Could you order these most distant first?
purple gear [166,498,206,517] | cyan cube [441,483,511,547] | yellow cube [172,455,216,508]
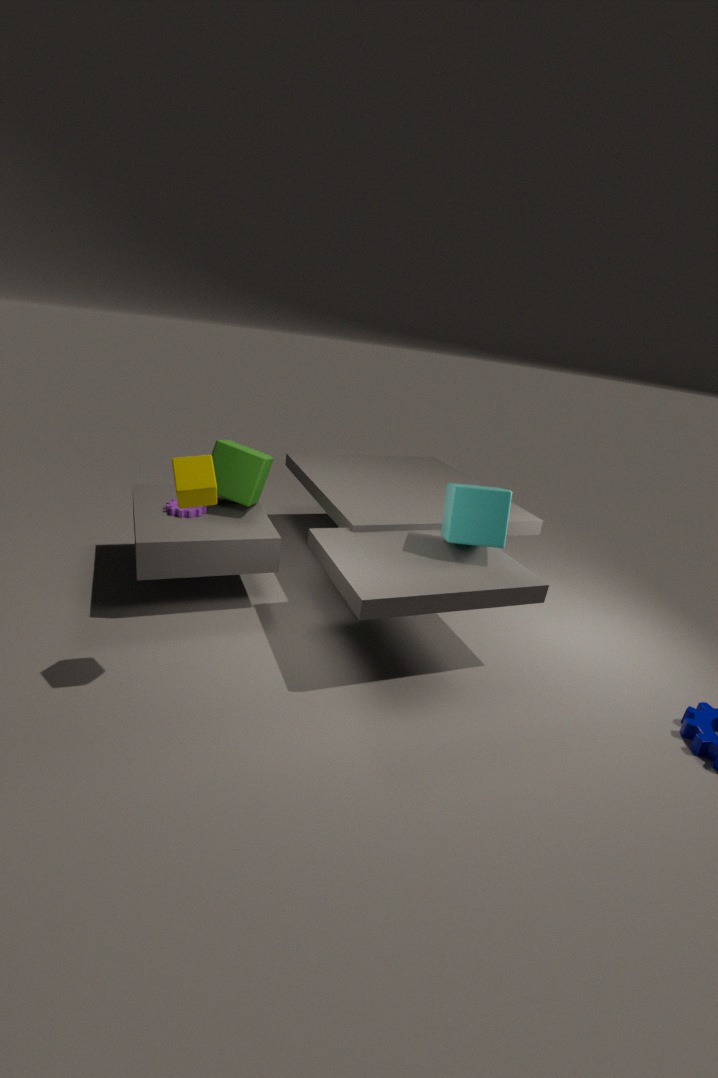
1. purple gear [166,498,206,517]
2. cyan cube [441,483,511,547]
3. yellow cube [172,455,216,508]
